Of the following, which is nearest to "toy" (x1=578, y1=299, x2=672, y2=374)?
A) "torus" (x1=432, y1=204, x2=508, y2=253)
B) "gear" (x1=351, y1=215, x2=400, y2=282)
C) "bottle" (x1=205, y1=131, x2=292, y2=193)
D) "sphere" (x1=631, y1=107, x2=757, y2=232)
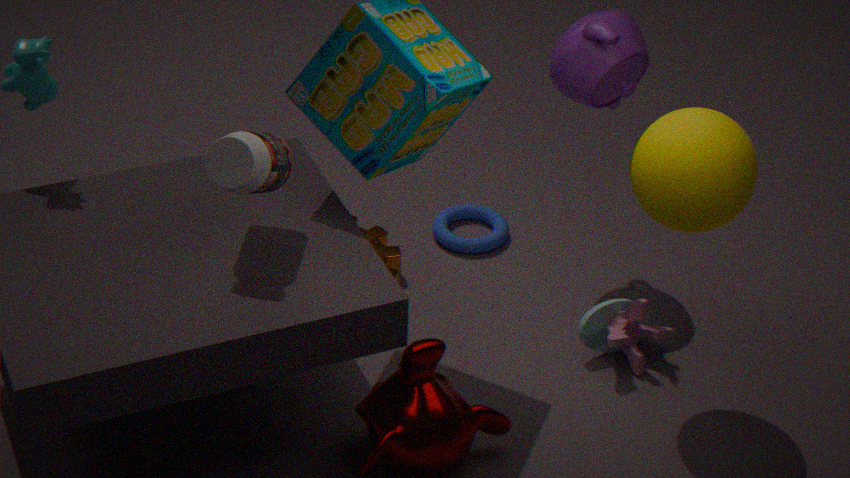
"sphere" (x1=631, y1=107, x2=757, y2=232)
